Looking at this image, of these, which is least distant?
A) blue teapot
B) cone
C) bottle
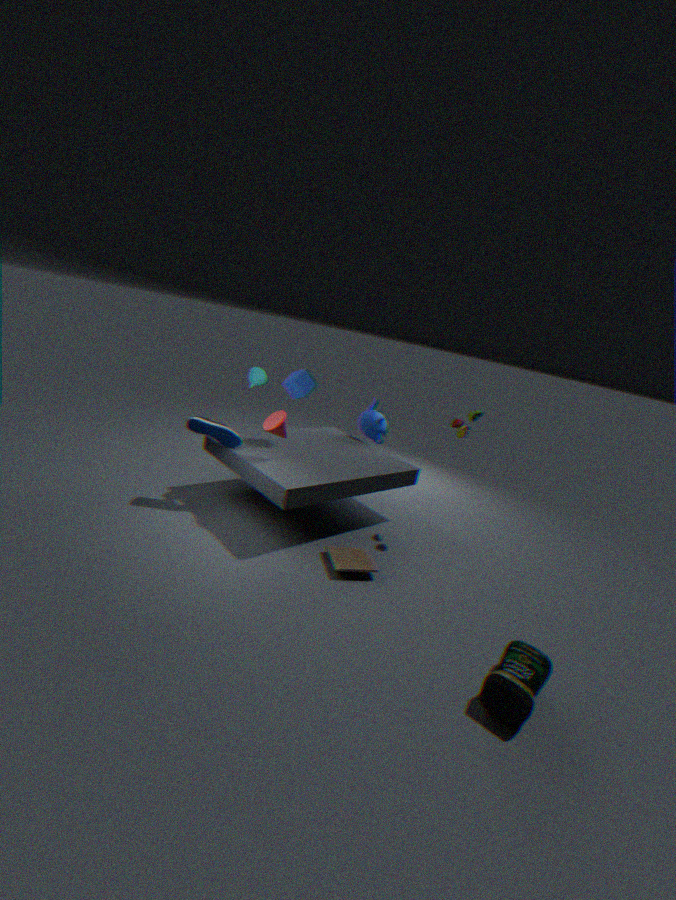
bottle
